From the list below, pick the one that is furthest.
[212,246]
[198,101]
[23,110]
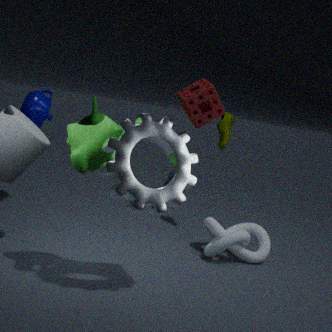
[23,110]
